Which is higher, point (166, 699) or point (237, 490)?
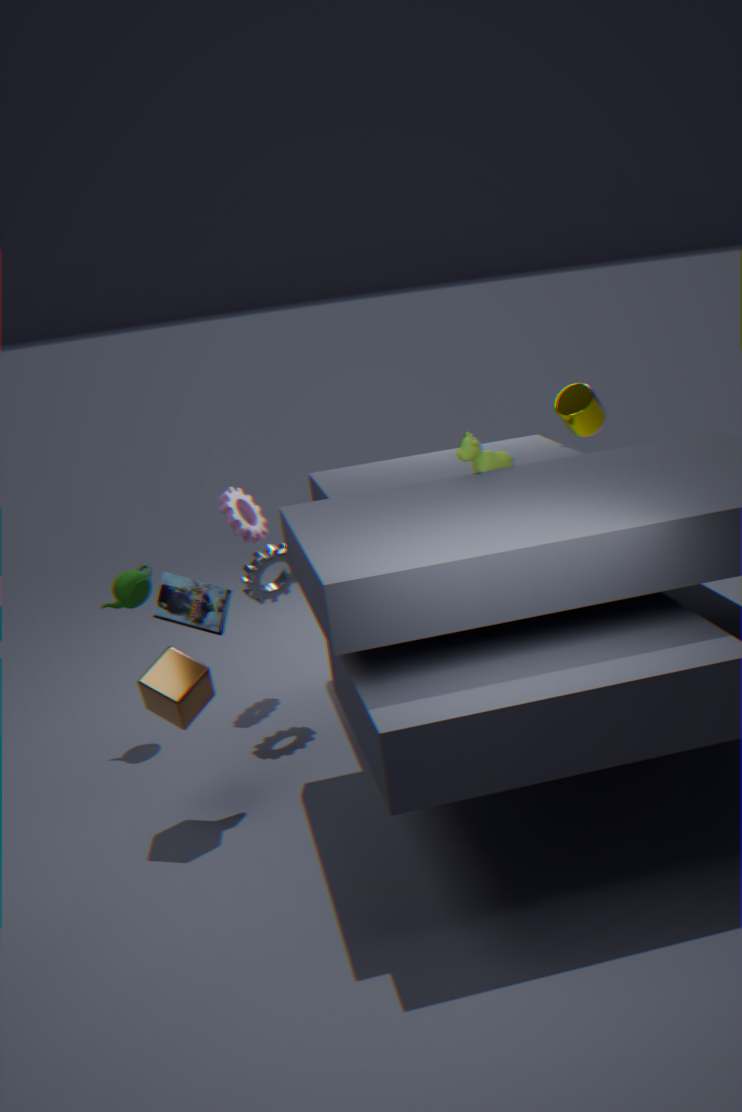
point (237, 490)
